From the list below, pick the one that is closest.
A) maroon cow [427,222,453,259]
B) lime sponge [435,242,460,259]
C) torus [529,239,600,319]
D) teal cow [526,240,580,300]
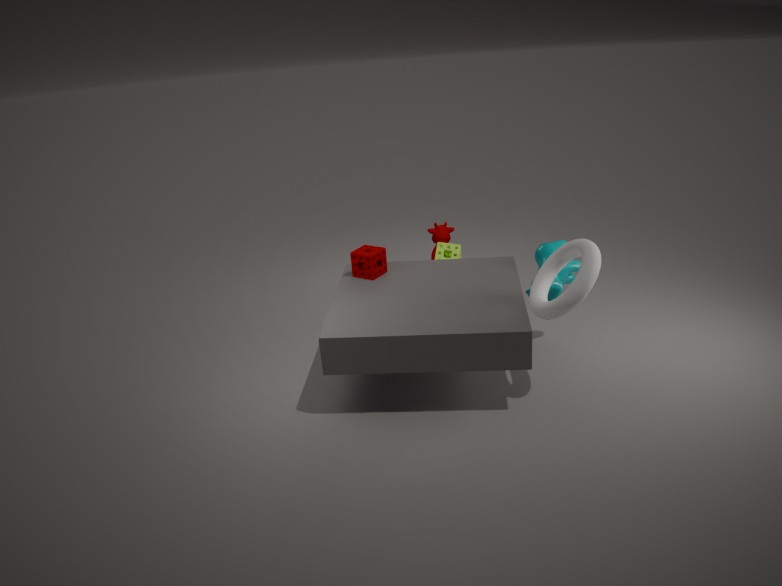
torus [529,239,600,319]
